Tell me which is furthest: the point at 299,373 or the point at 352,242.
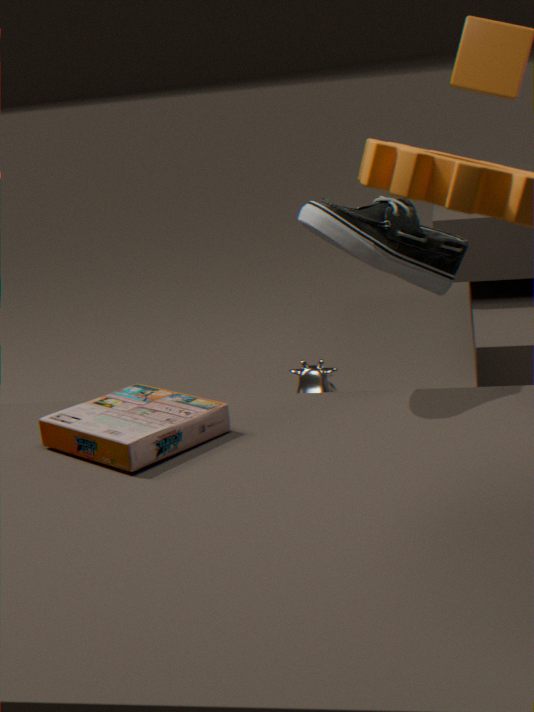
the point at 299,373
